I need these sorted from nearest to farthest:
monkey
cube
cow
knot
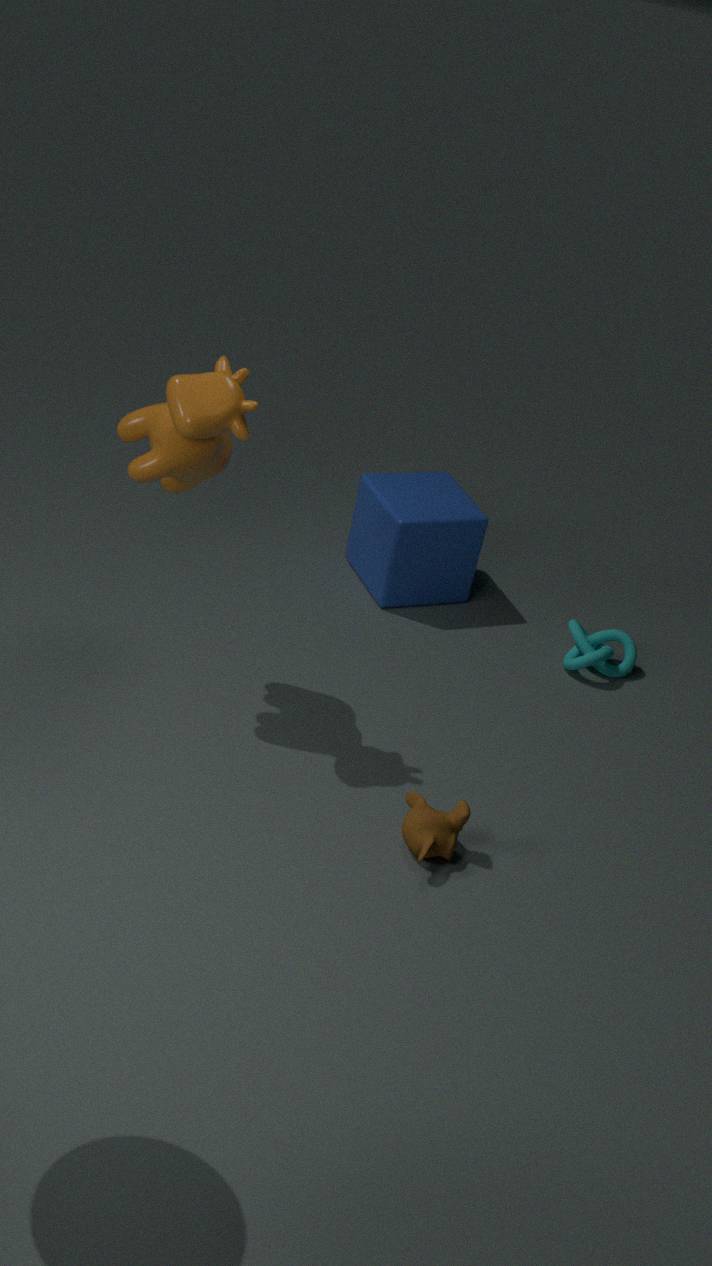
cow, monkey, knot, cube
